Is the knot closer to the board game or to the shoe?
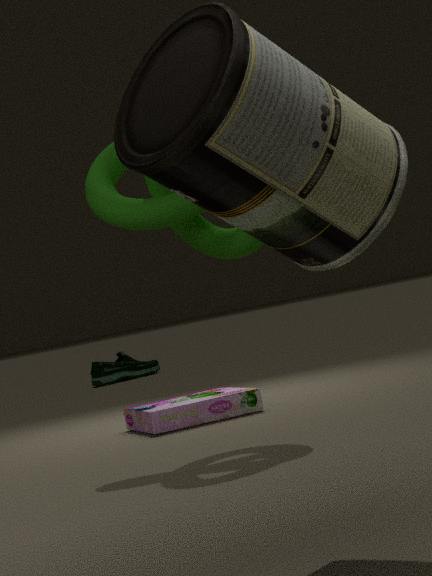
the board game
